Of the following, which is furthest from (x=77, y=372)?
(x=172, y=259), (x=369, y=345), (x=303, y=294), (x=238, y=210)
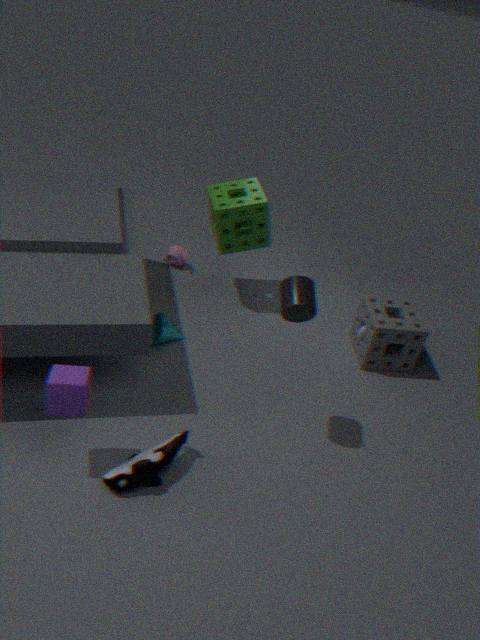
(x=369, y=345)
